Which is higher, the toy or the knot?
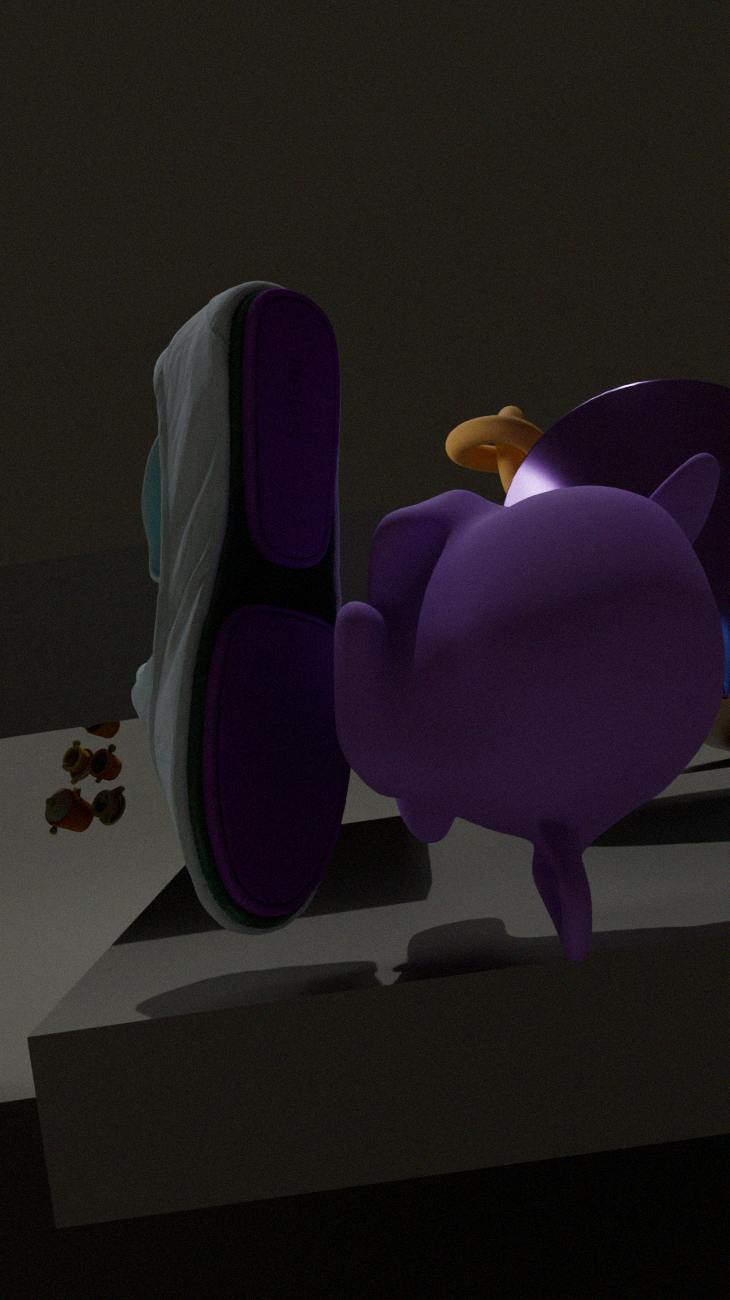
the knot
